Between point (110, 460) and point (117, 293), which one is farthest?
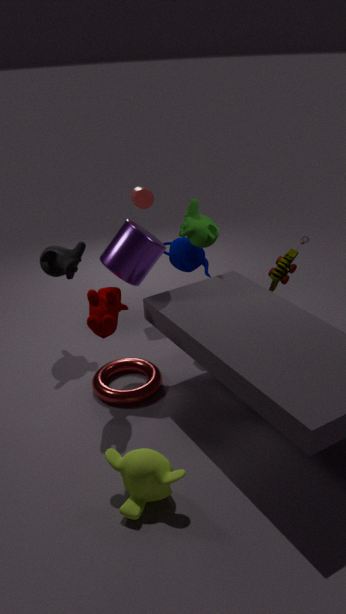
point (117, 293)
